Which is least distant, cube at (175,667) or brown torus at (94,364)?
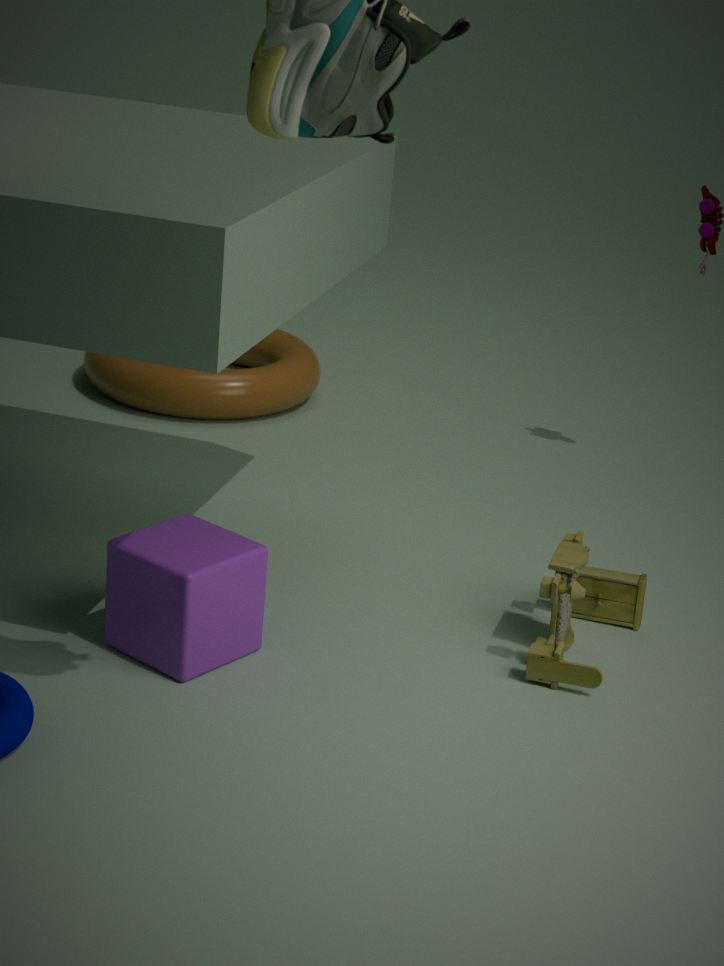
cube at (175,667)
